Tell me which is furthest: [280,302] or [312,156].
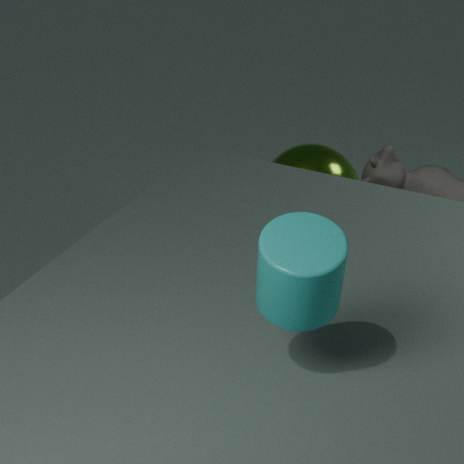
[312,156]
